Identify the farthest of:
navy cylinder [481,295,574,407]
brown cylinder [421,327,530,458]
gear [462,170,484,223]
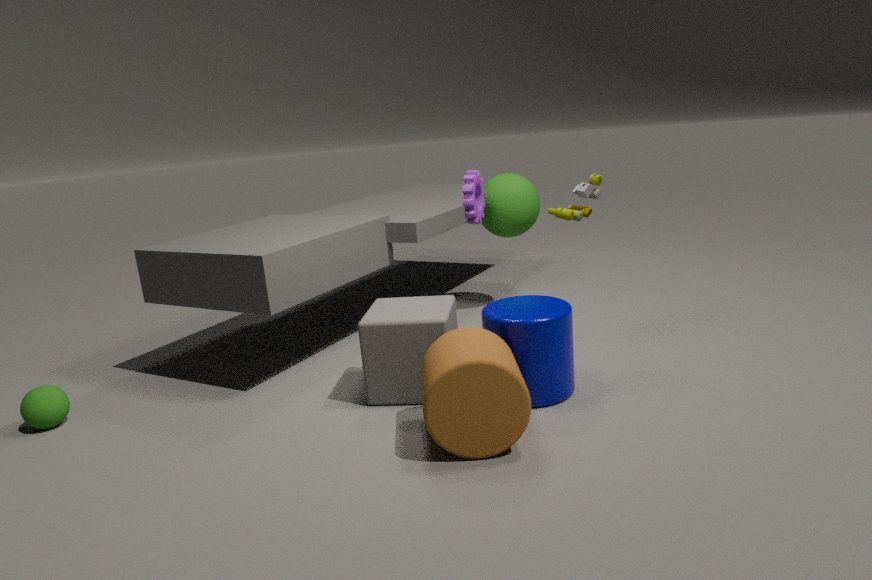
gear [462,170,484,223]
